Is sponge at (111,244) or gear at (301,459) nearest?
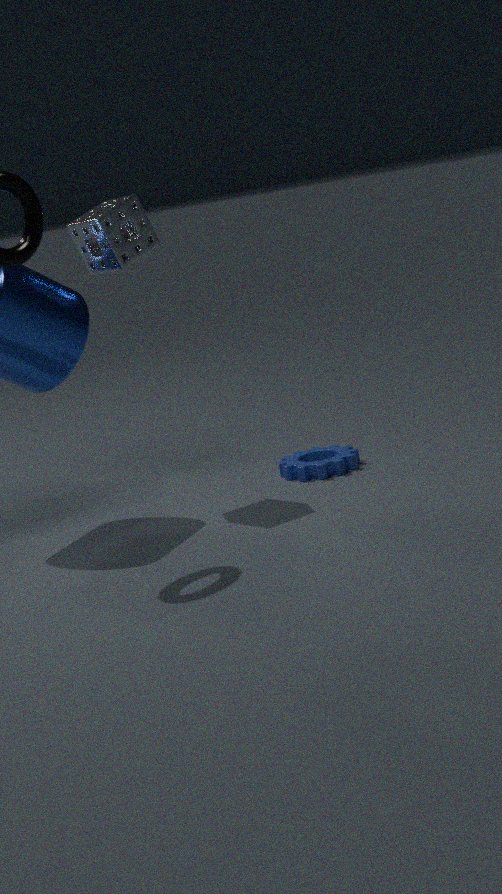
sponge at (111,244)
